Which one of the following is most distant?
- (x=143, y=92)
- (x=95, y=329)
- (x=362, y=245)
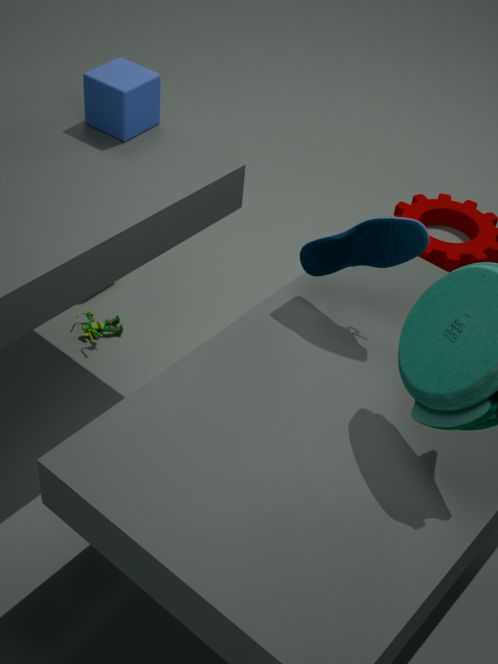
(x=95, y=329)
